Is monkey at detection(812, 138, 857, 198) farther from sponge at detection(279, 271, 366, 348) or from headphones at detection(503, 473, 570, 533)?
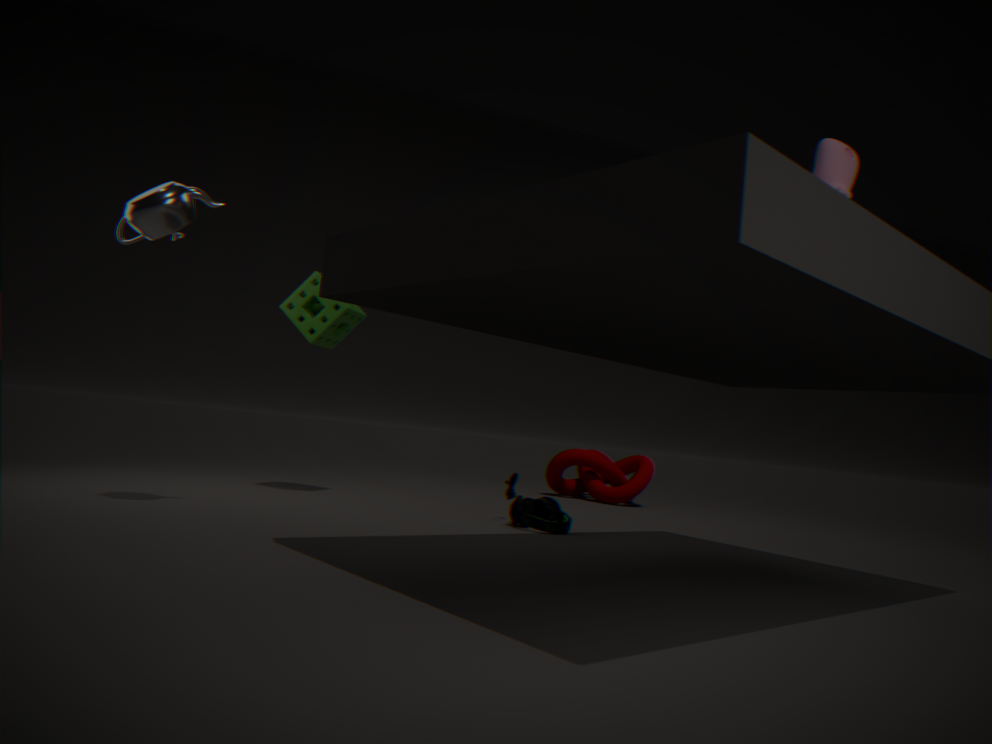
sponge at detection(279, 271, 366, 348)
